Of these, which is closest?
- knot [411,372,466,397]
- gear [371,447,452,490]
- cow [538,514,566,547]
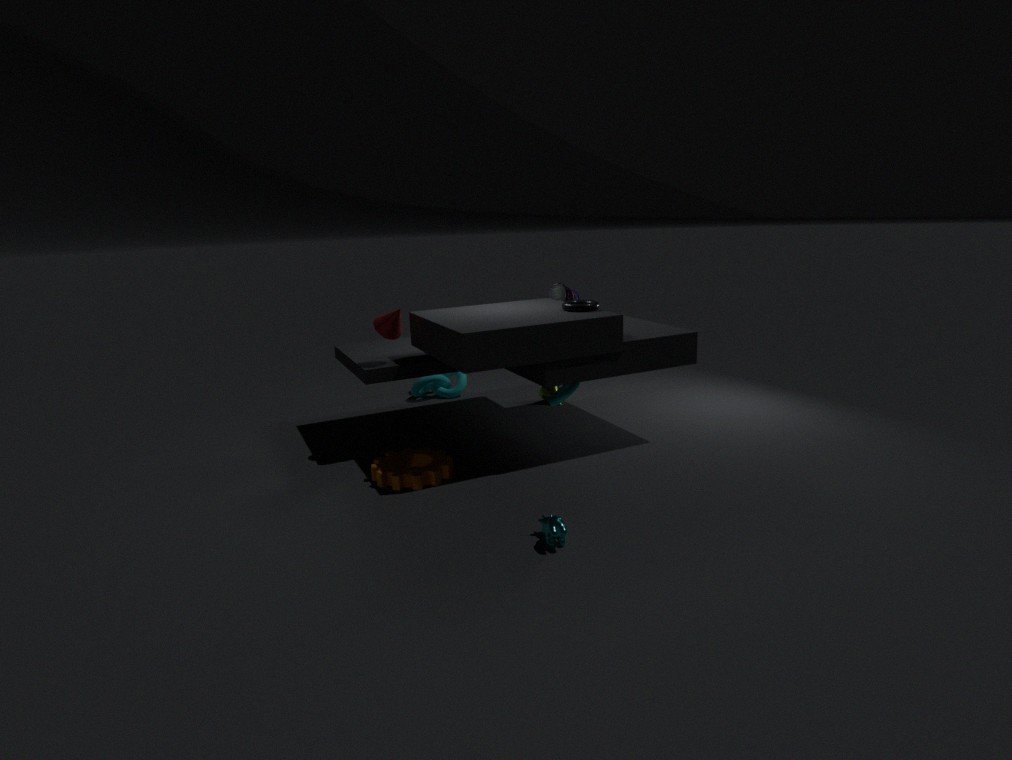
cow [538,514,566,547]
